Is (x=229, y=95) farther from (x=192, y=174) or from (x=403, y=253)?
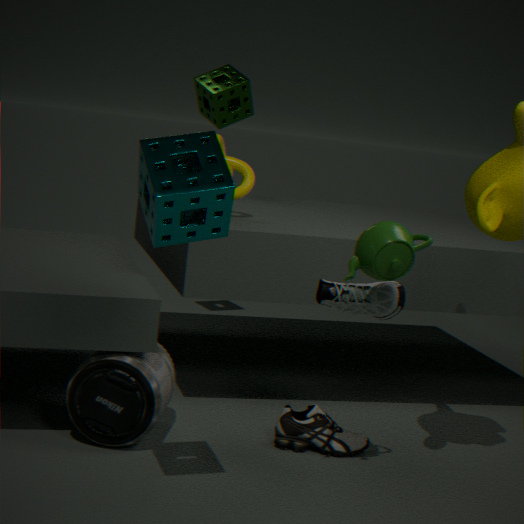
(x=192, y=174)
